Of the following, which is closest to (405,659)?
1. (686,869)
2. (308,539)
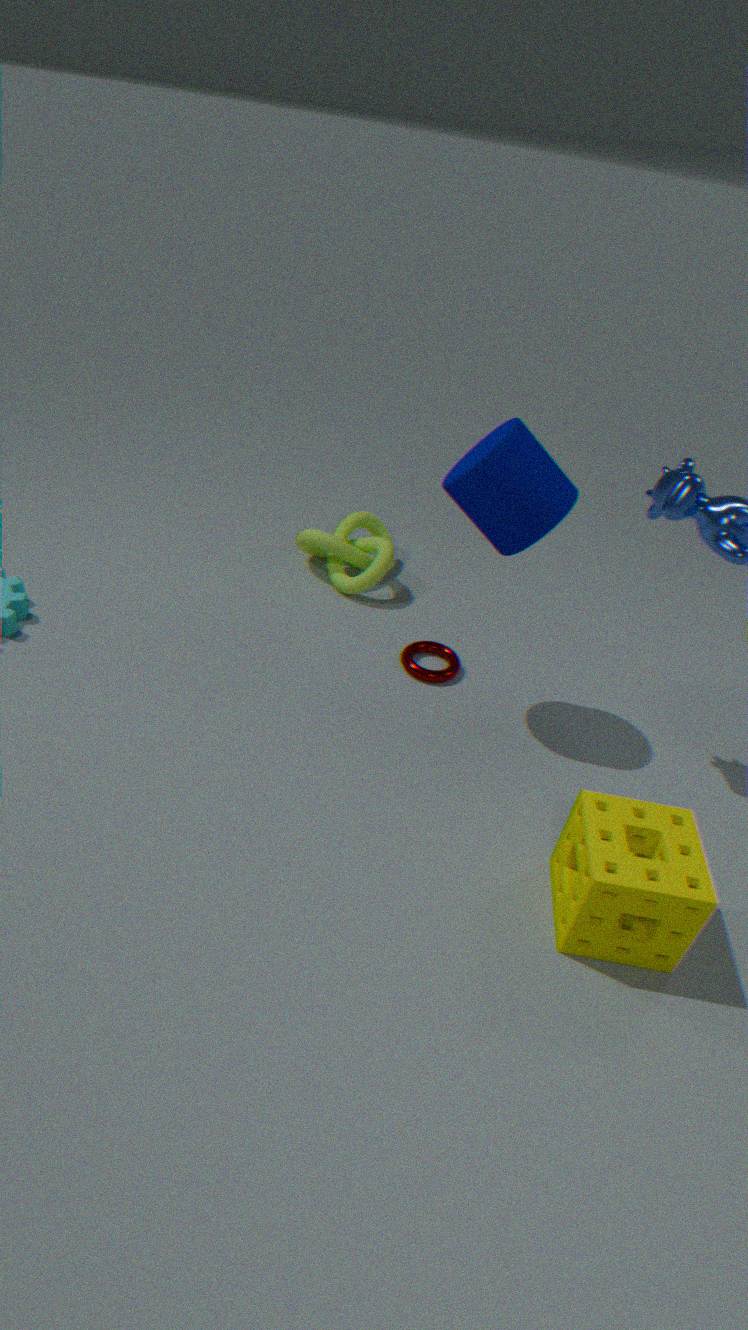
(308,539)
